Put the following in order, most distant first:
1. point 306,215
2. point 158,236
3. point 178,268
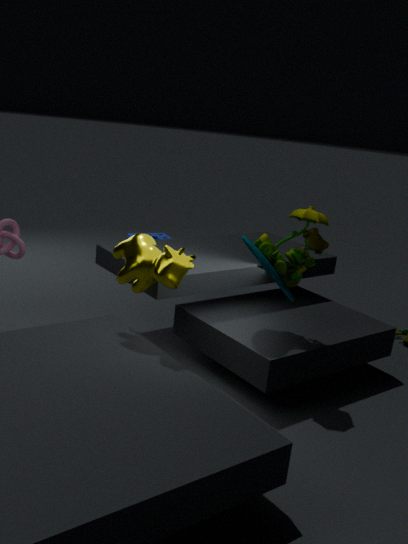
1. point 158,236
2. point 306,215
3. point 178,268
